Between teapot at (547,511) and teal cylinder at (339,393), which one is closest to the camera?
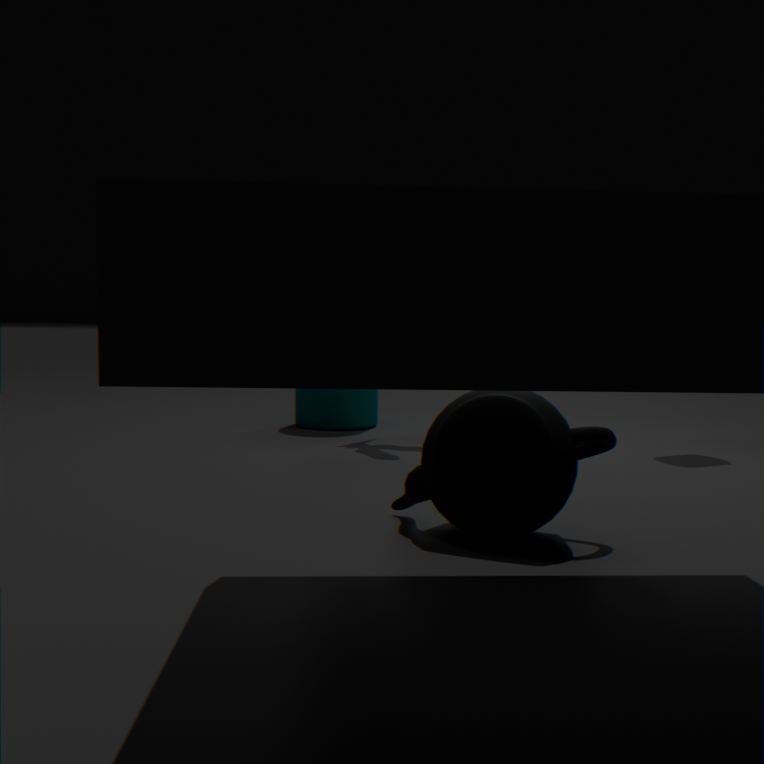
teapot at (547,511)
